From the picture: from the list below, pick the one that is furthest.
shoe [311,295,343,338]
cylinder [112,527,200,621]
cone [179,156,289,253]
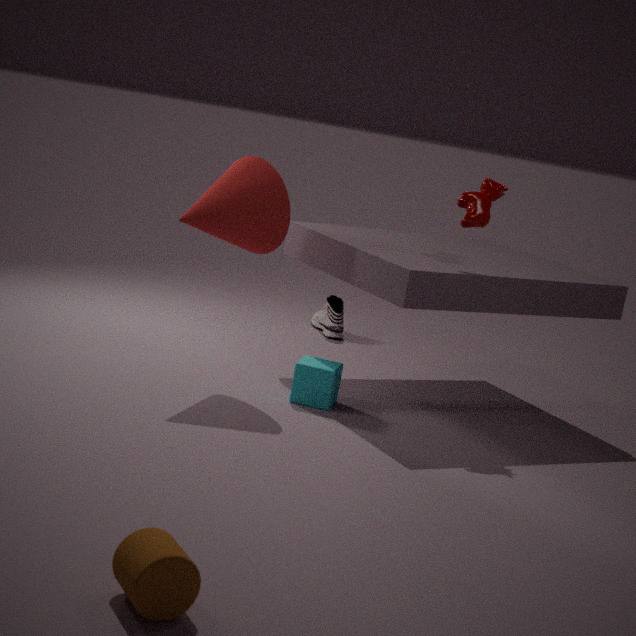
shoe [311,295,343,338]
